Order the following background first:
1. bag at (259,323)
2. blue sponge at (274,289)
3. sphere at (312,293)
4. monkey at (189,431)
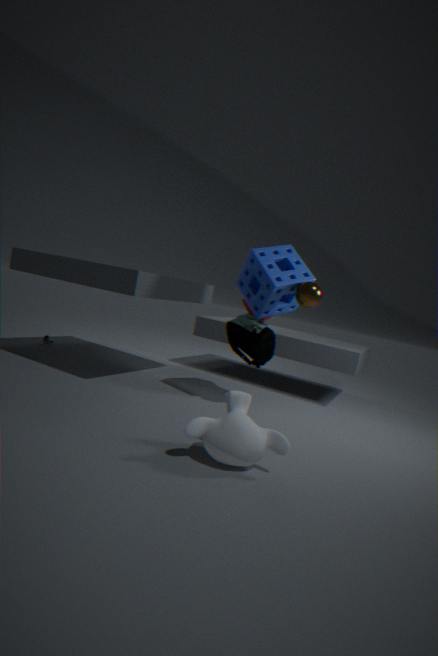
bag at (259,323) → blue sponge at (274,289) → sphere at (312,293) → monkey at (189,431)
